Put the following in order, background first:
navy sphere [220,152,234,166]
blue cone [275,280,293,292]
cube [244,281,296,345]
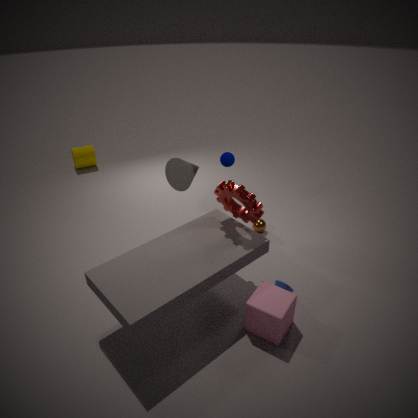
1. navy sphere [220,152,234,166]
2. blue cone [275,280,293,292]
3. cube [244,281,296,345]
